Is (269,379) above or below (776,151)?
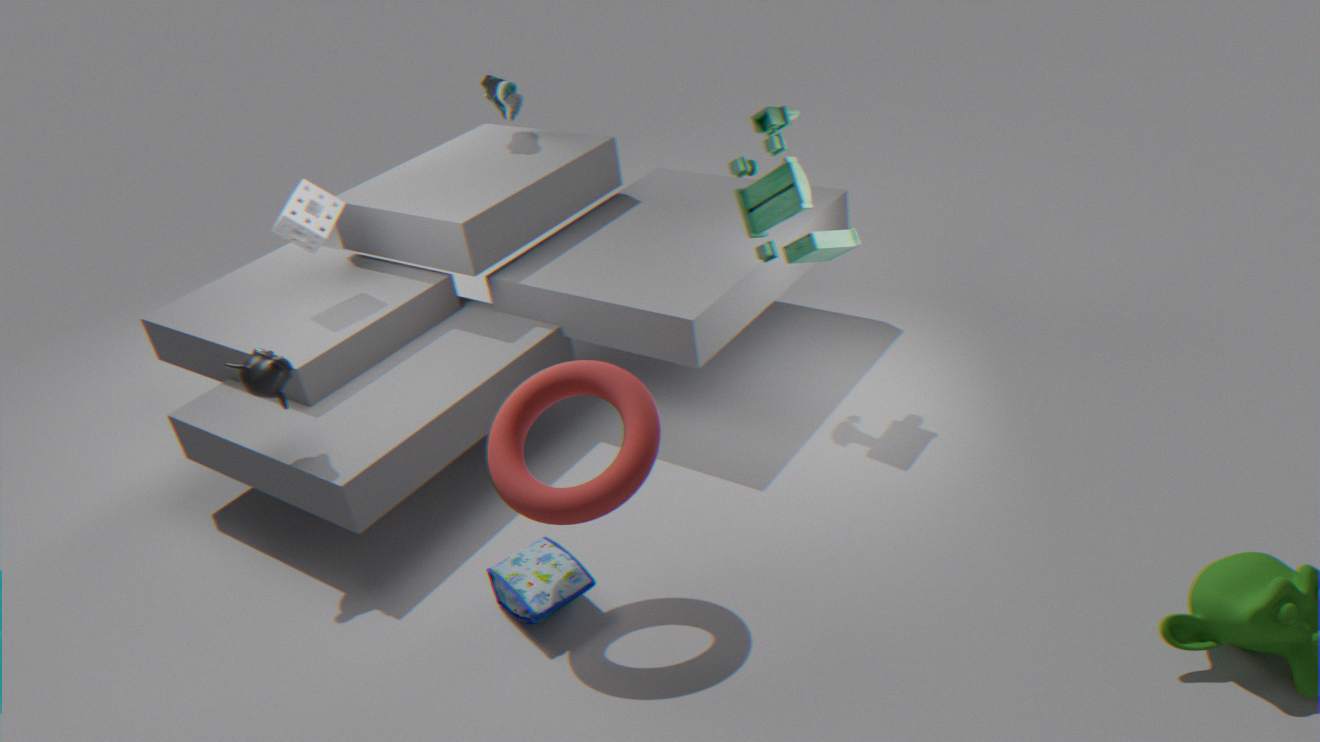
below
